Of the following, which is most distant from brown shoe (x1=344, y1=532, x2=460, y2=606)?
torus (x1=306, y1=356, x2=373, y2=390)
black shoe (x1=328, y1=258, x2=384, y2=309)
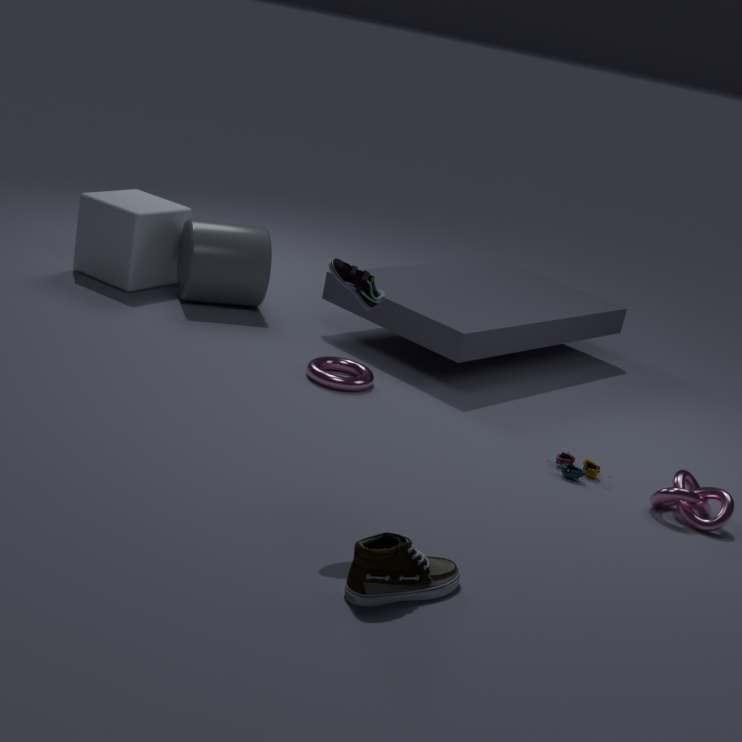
torus (x1=306, y1=356, x2=373, y2=390)
